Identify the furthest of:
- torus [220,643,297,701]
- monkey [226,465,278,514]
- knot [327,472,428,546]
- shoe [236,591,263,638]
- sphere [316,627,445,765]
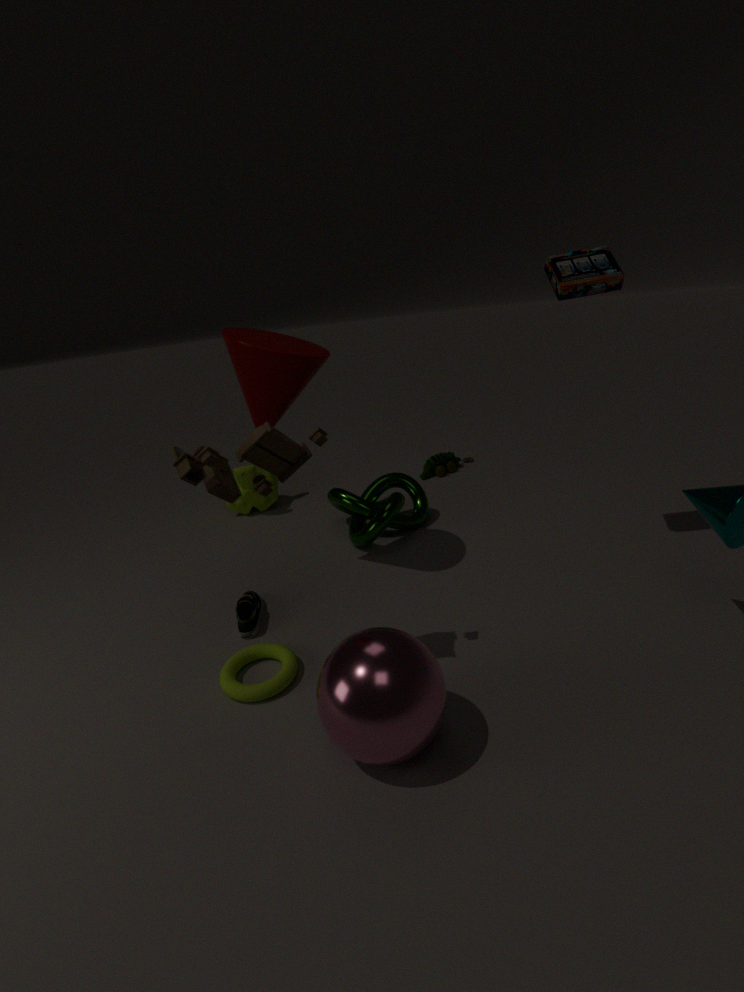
monkey [226,465,278,514]
